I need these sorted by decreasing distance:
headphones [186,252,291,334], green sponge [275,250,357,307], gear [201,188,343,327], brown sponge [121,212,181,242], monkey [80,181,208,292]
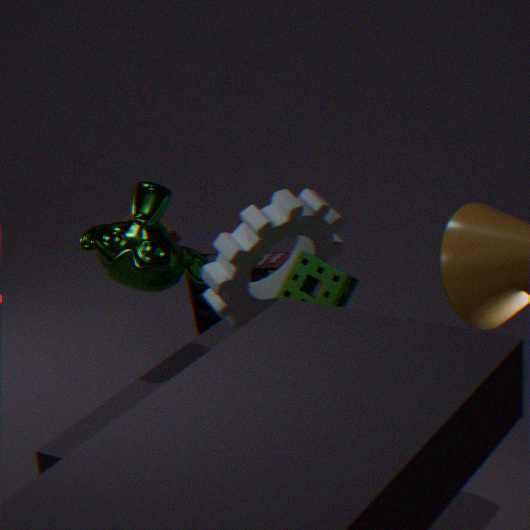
brown sponge [121,212,181,242]
headphones [186,252,291,334]
monkey [80,181,208,292]
gear [201,188,343,327]
green sponge [275,250,357,307]
